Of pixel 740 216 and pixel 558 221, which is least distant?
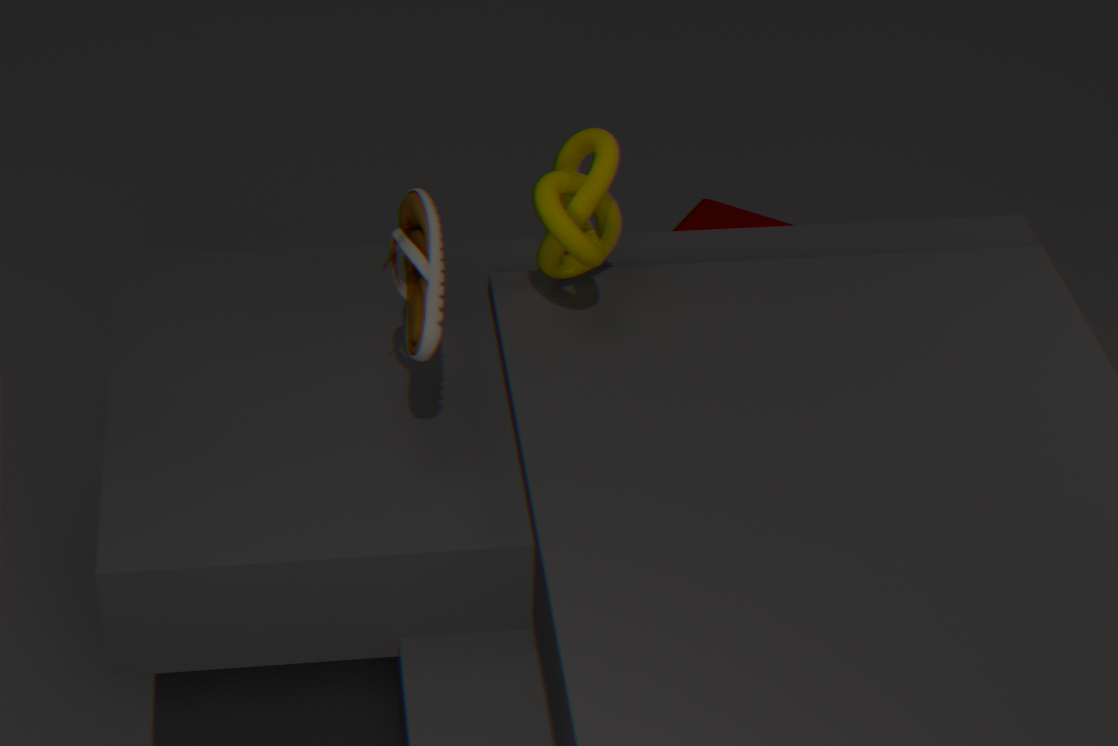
pixel 558 221
